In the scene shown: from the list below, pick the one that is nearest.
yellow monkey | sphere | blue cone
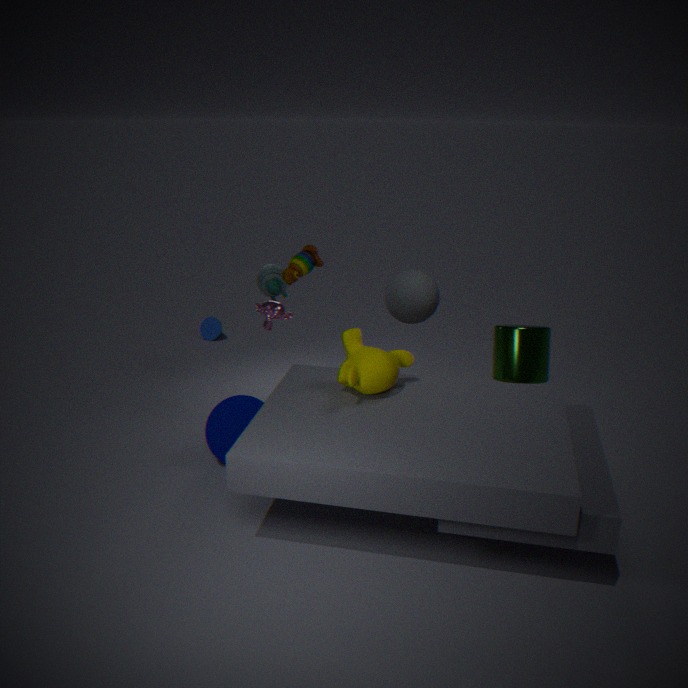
yellow monkey
